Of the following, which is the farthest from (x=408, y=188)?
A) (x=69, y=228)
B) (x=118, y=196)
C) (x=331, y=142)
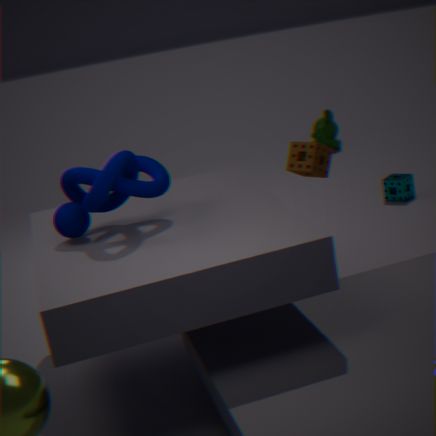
(x=69, y=228)
